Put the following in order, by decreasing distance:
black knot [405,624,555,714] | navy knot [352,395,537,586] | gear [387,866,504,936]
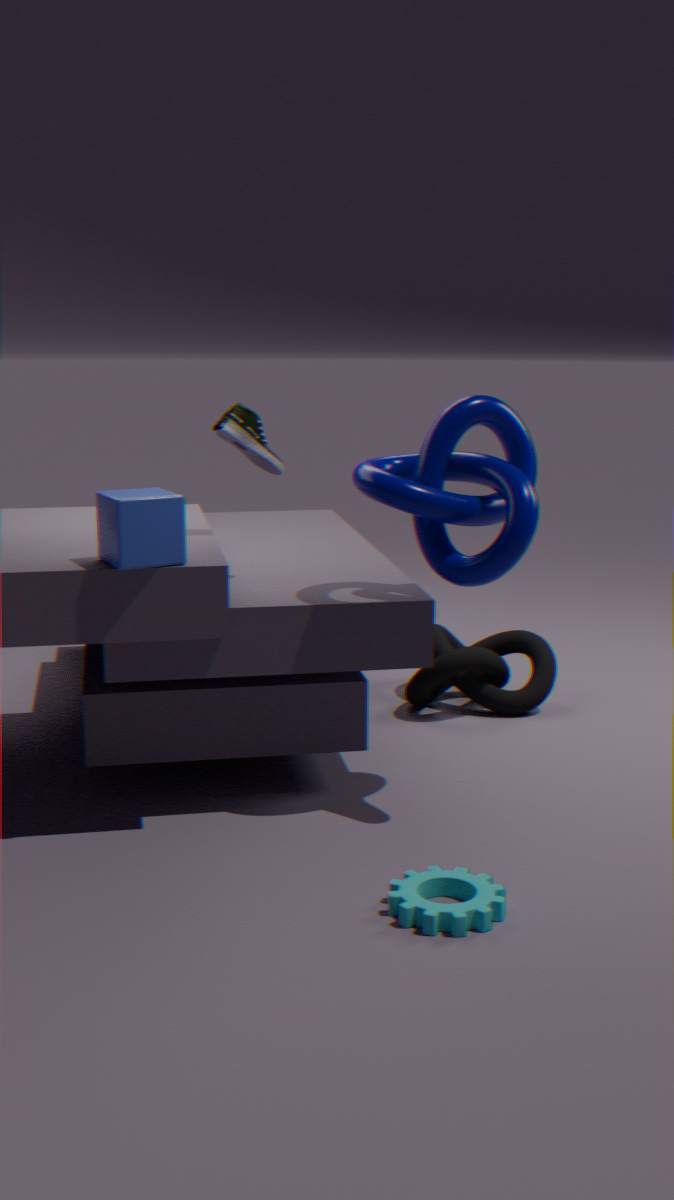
black knot [405,624,555,714], navy knot [352,395,537,586], gear [387,866,504,936]
